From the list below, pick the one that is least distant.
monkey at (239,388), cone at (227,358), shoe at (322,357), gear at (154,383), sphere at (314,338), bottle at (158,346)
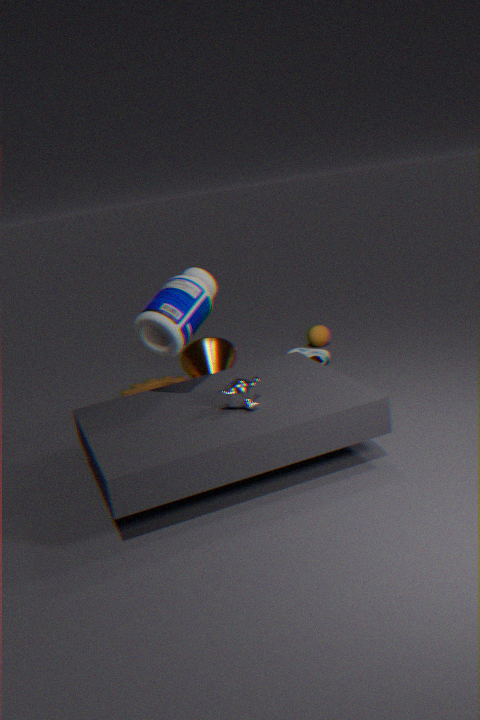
monkey at (239,388)
